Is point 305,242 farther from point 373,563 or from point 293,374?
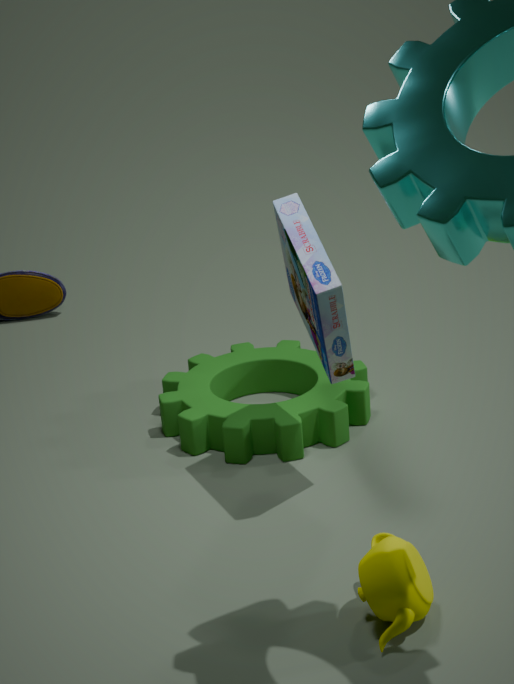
point 373,563
